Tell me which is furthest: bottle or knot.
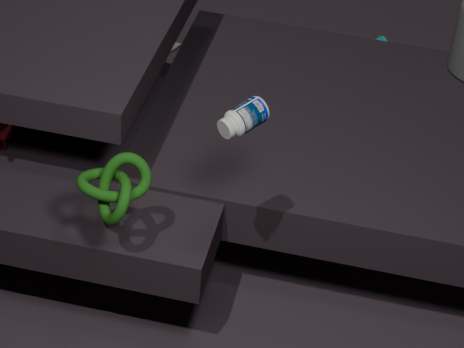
knot
